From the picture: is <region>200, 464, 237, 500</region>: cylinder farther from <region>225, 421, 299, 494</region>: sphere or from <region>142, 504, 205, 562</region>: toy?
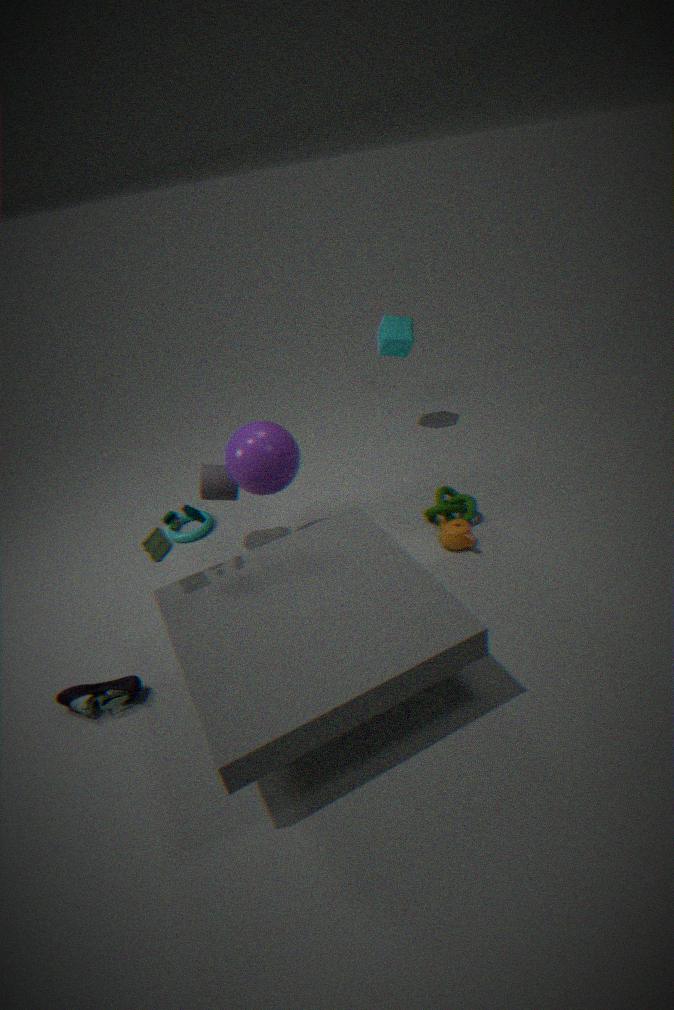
<region>142, 504, 205, 562</region>: toy
